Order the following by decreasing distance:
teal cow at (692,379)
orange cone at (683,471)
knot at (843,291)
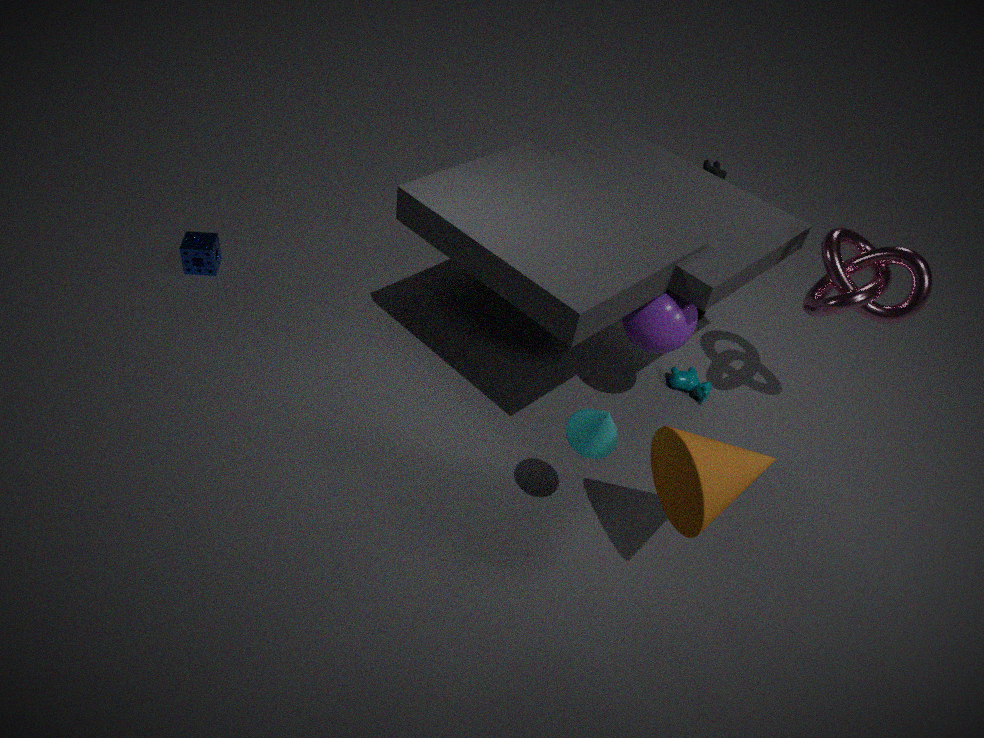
teal cow at (692,379)
knot at (843,291)
orange cone at (683,471)
